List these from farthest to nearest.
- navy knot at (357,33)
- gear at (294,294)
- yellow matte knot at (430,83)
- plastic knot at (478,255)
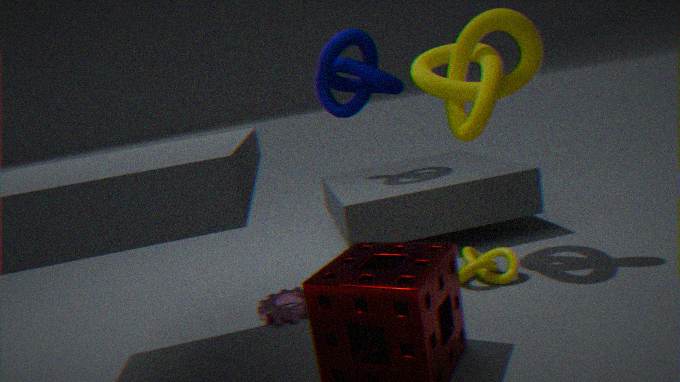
navy knot at (357,33), plastic knot at (478,255), gear at (294,294), yellow matte knot at (430,83)
